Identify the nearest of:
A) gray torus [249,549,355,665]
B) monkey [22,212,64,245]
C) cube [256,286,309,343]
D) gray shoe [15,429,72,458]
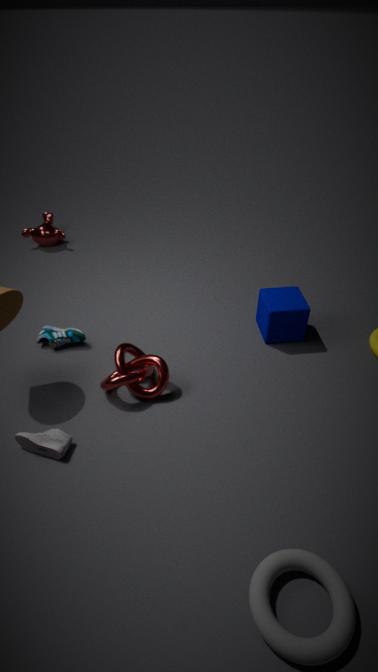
gray torus [249,549,355,665]
